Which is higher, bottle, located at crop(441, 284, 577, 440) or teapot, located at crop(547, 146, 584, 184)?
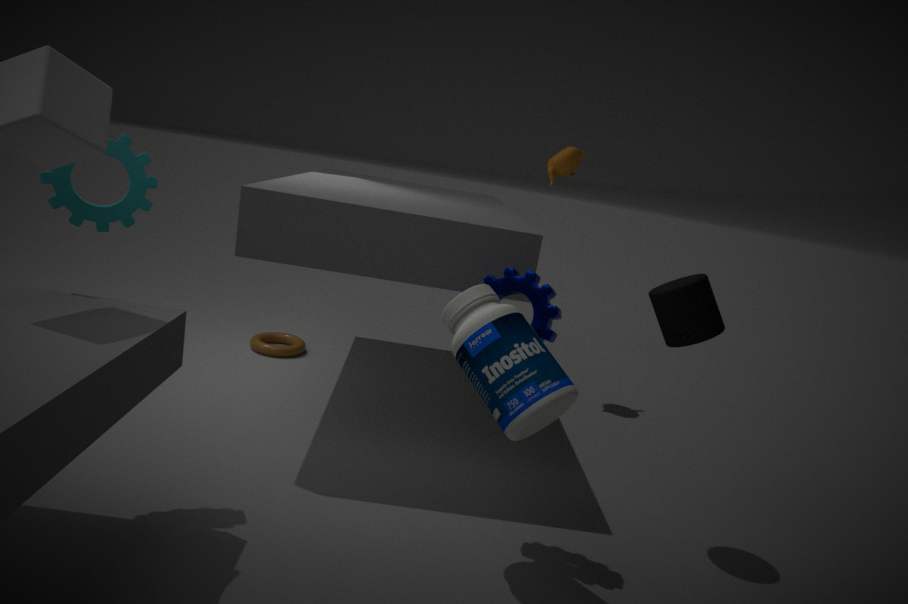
teapot, located at crop(547, 146, 584, 184)
